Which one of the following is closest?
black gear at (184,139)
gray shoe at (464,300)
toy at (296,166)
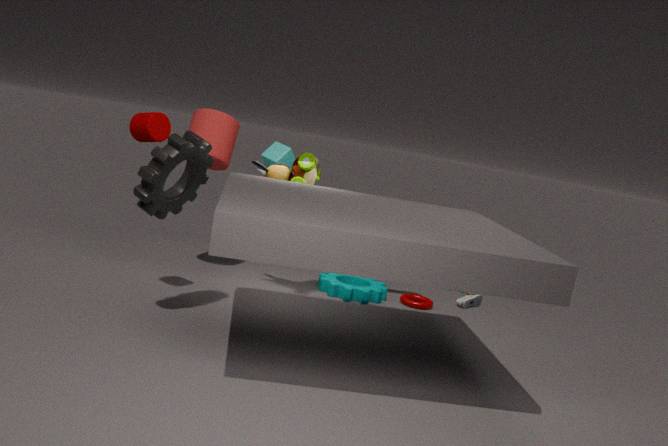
black gear at (184,139)
